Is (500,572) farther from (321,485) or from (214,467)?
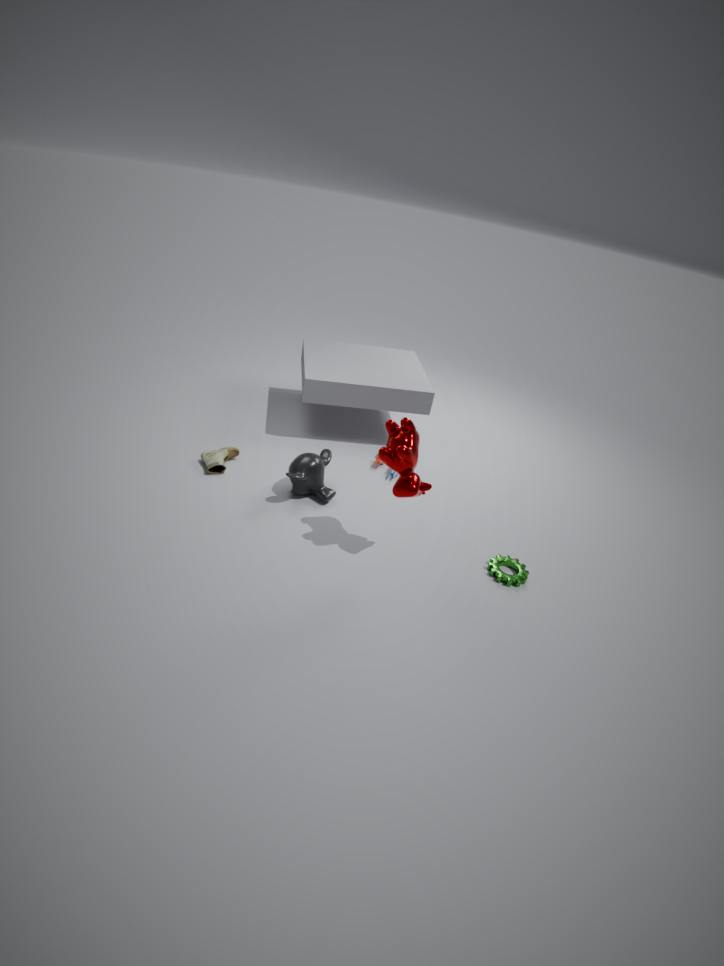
(214,467)
